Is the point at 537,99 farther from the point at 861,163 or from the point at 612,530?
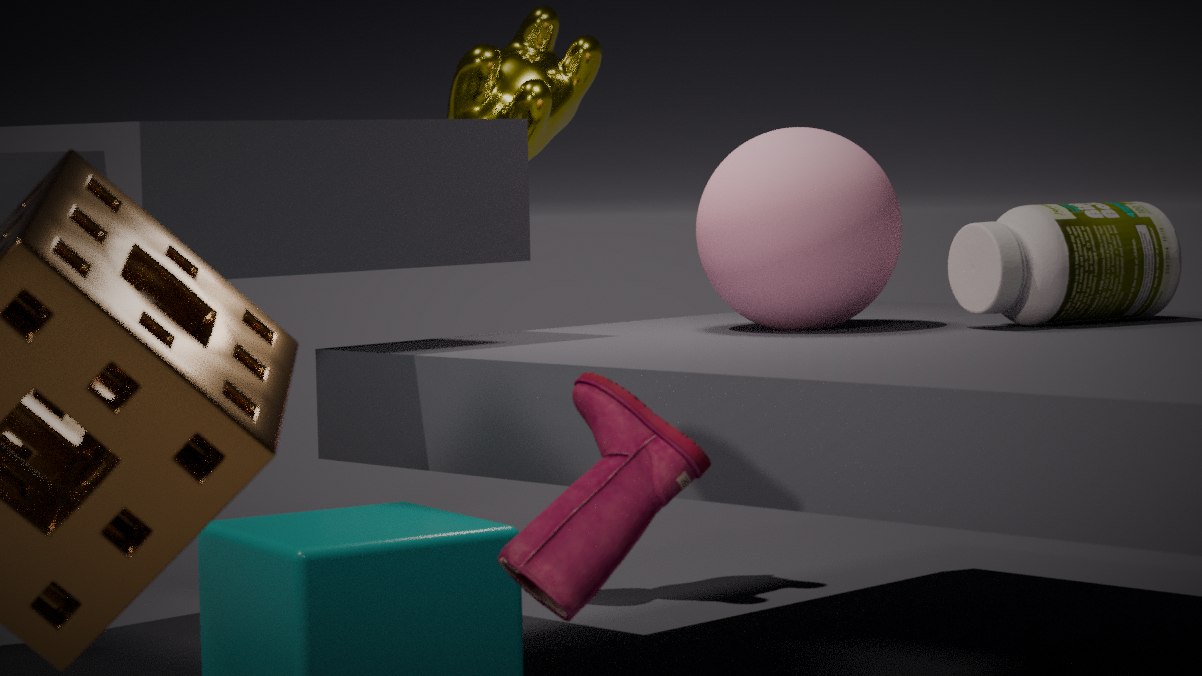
the point at 612,530
